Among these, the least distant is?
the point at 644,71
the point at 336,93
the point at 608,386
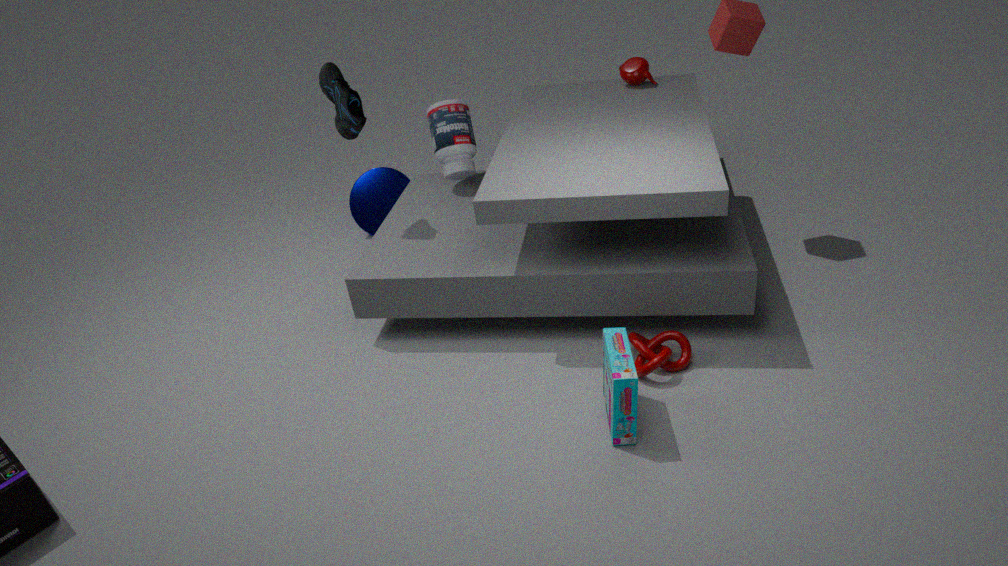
the point at 608,386
